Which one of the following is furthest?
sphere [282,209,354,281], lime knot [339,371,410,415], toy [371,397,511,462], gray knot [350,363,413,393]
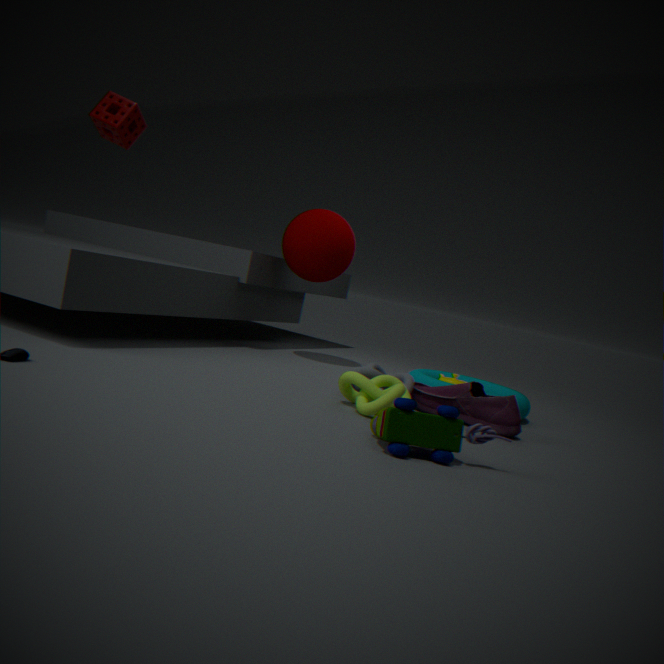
sphere [282,209,354,281]
